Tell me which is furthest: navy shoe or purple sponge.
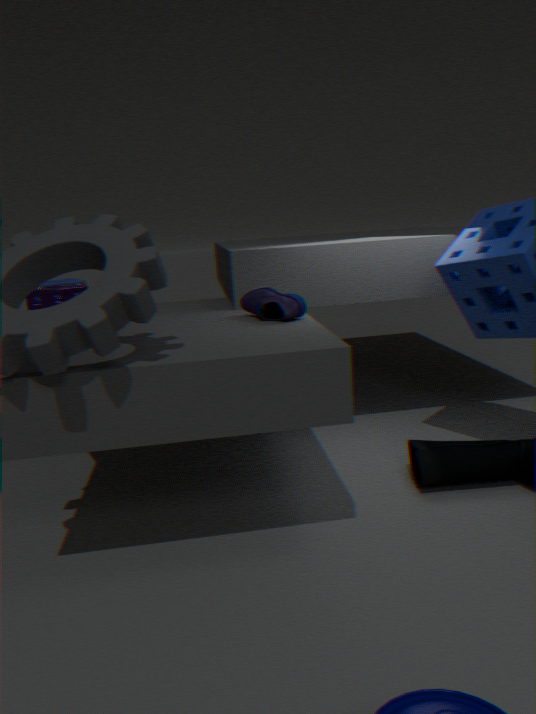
navy shoe
